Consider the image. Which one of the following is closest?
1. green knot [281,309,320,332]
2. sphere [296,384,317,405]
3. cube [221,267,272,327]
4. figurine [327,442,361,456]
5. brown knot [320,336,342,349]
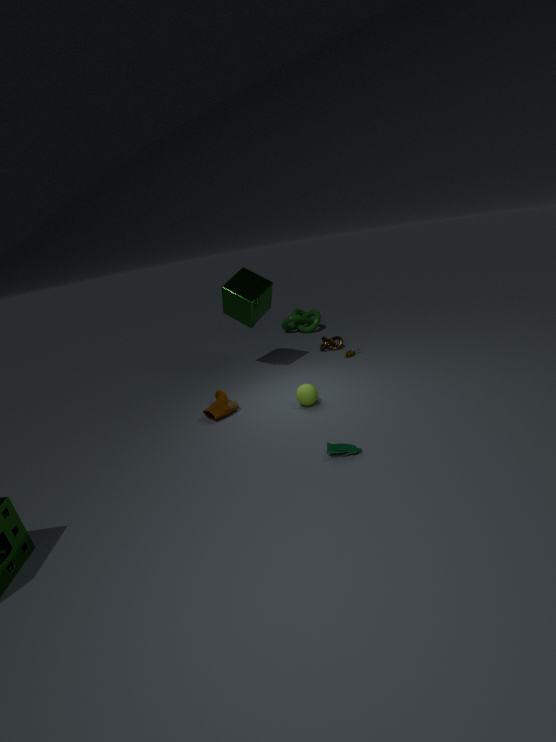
figurine [327,442,361,456]
